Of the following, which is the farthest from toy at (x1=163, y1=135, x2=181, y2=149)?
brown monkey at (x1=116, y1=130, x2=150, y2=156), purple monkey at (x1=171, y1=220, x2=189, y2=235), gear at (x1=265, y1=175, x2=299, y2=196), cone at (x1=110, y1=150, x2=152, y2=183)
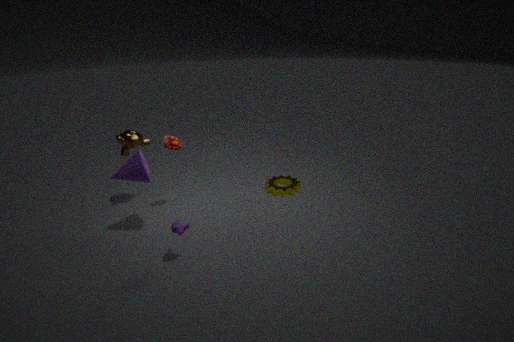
gear at (x1=265, y1=175, x2=299, y2=196)
